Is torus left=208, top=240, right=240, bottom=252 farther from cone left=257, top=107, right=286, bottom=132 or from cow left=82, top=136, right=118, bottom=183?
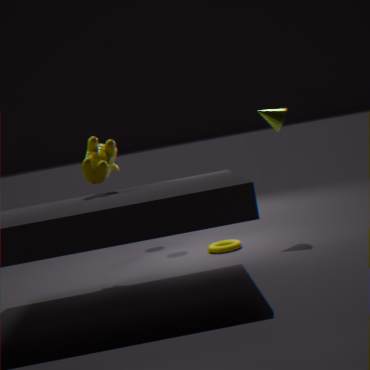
cow left=82, top=136, right=118, bottom=183
